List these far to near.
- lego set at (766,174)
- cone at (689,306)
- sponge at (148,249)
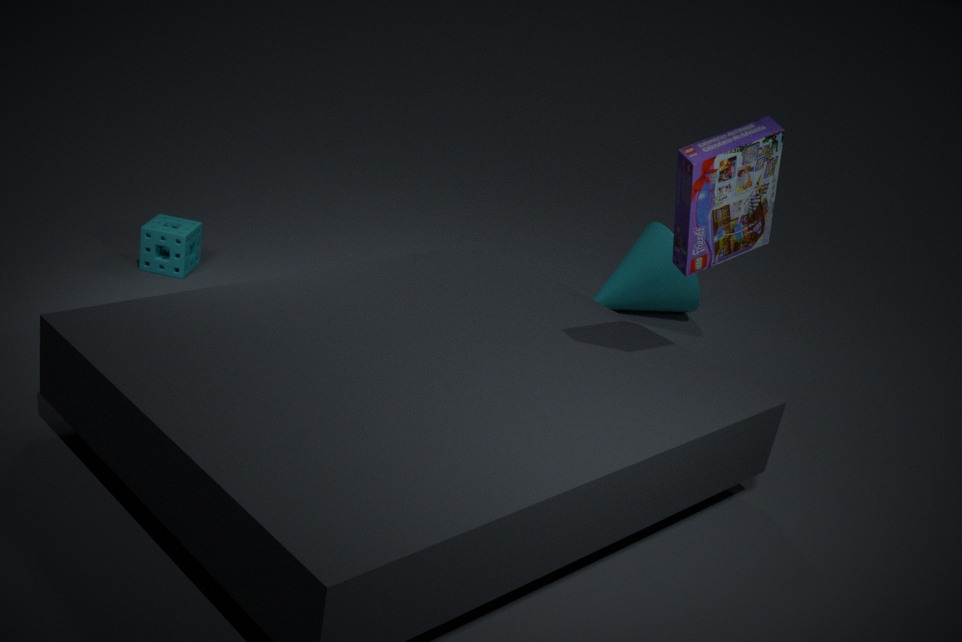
cone at (689,306), sponge at (148,249), lego set at (766,174)
